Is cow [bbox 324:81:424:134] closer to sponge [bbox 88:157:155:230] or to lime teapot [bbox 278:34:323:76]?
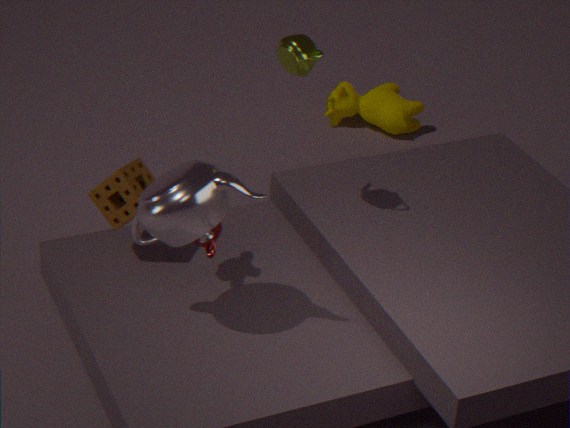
lime teapot [bbox 278:34:323:76]
